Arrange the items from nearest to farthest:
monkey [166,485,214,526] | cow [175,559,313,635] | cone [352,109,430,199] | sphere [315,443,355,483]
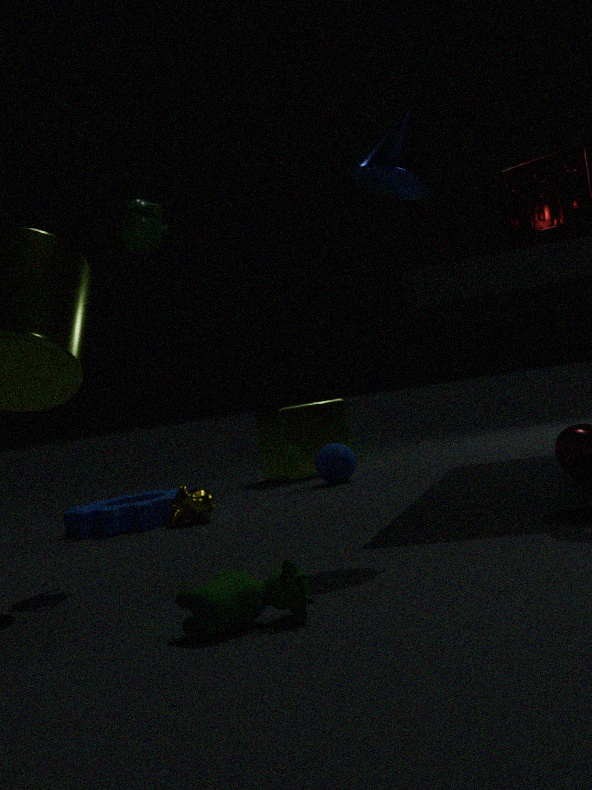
cow [175,559,313,635], cone [352,109,430,199], monkey [166,485,214,526], sphere [315,443,355,483]
